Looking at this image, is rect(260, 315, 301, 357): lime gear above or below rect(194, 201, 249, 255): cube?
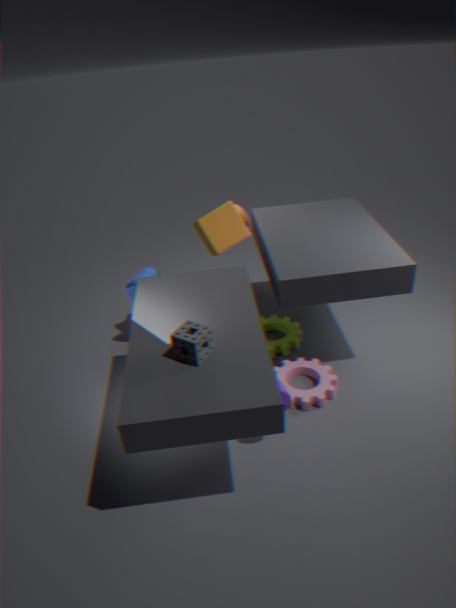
below
